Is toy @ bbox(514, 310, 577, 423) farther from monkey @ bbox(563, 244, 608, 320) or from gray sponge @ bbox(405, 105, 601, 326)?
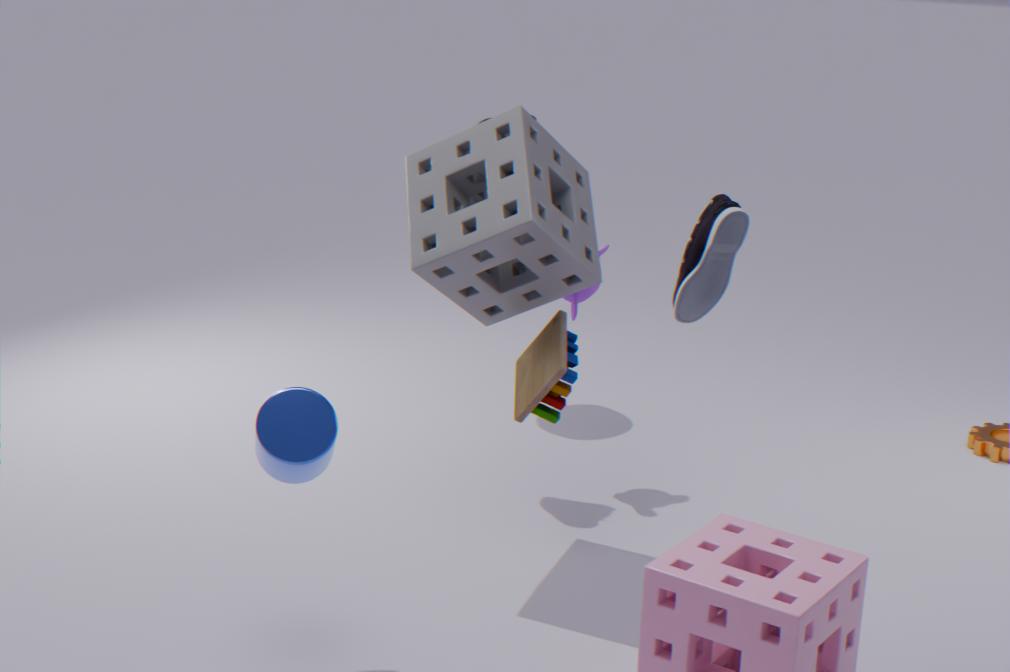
monkey @ bbox(563, 244, 608, 320)
